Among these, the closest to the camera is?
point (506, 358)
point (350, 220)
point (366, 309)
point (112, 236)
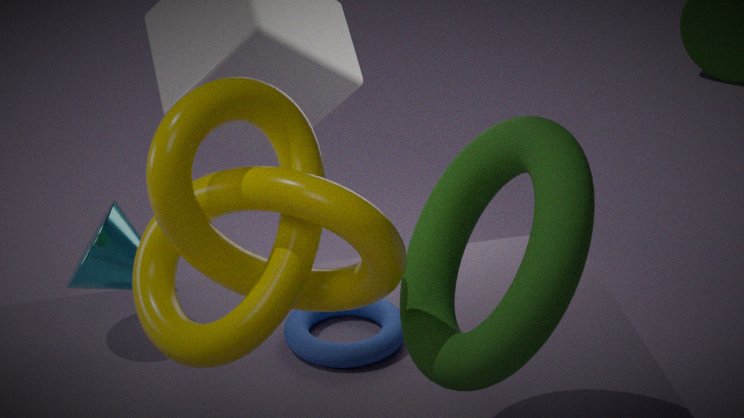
point (506, 358)
